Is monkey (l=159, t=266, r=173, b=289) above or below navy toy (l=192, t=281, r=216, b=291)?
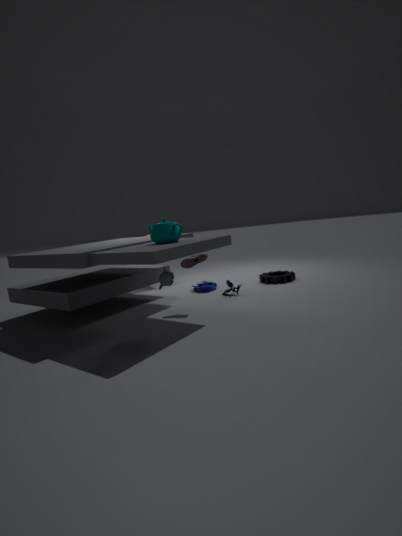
above
